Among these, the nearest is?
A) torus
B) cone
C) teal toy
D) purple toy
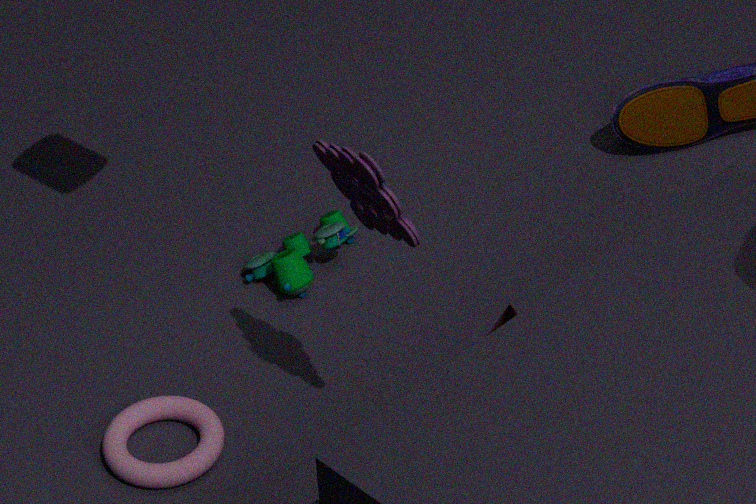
purple toy
